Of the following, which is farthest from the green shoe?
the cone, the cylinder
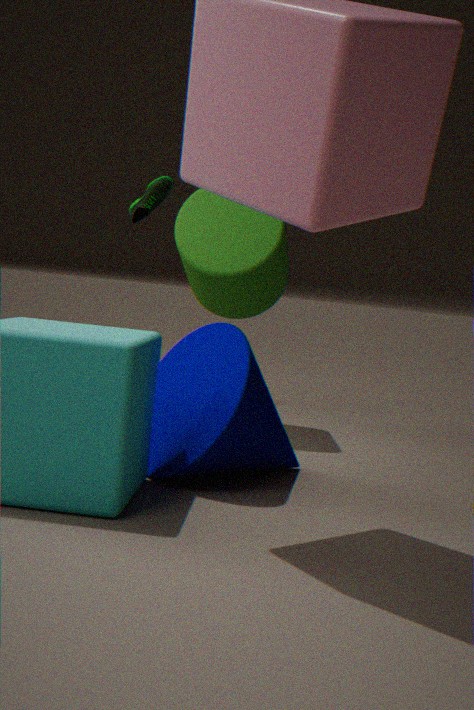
the cone
